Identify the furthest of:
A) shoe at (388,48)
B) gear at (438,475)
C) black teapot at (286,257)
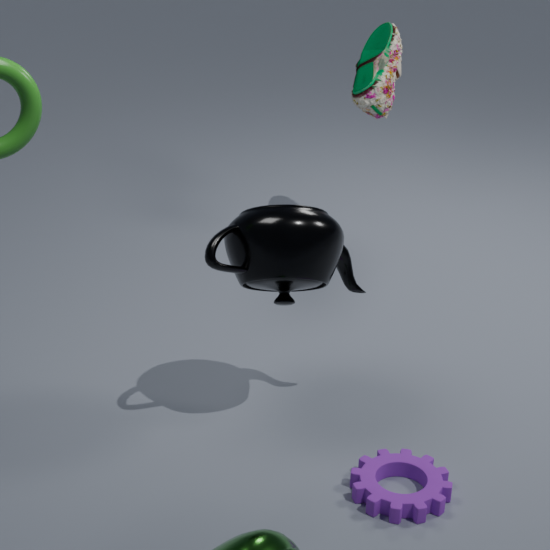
A. shoe at (388,48)
